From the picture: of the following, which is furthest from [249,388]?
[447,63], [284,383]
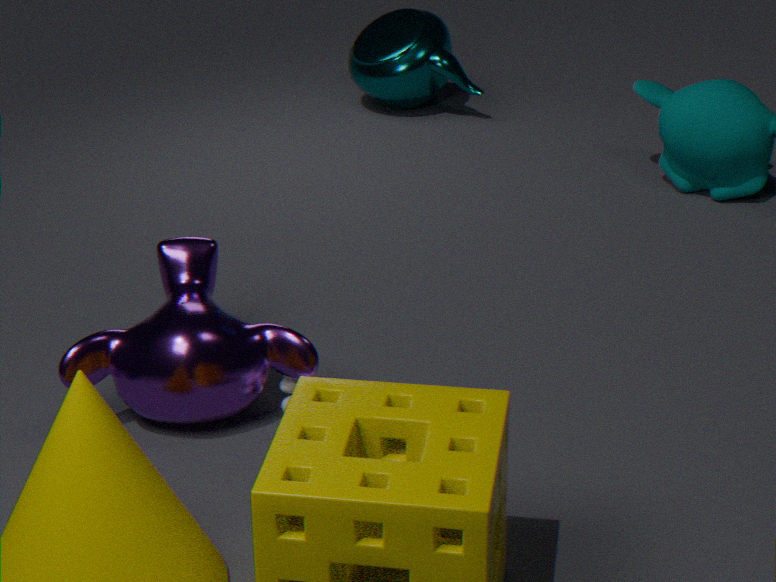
[447,63]
